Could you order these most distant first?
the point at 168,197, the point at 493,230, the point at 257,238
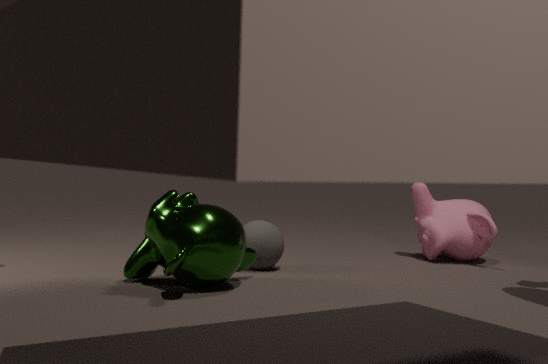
1. the point at 493,230
2. the point at 257,238
3. the point at 168,197
